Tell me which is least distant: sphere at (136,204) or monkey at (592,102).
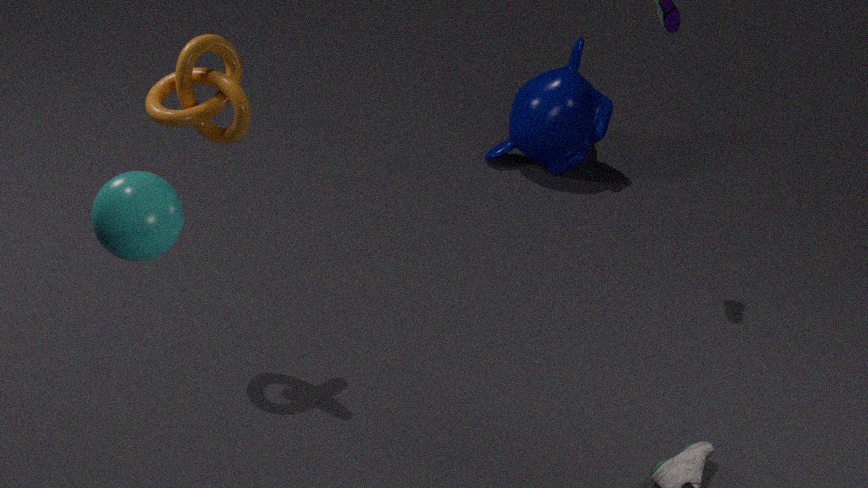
sphere at (136,204)
